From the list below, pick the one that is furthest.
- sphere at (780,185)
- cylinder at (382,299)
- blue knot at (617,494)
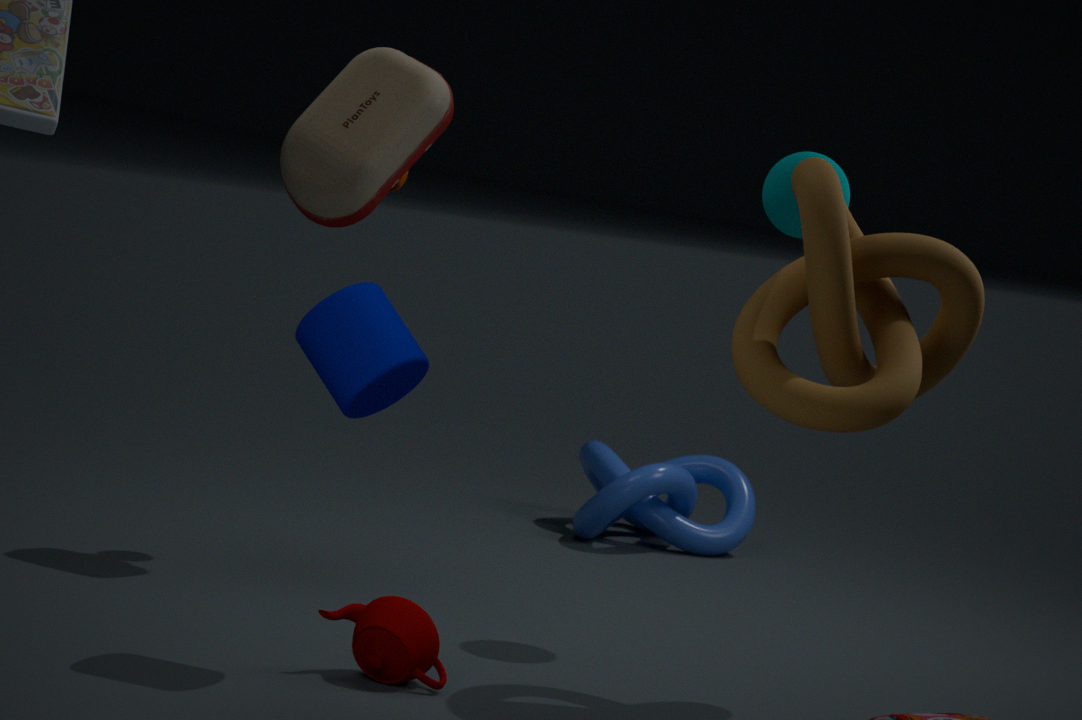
blue knot at (617,494)
